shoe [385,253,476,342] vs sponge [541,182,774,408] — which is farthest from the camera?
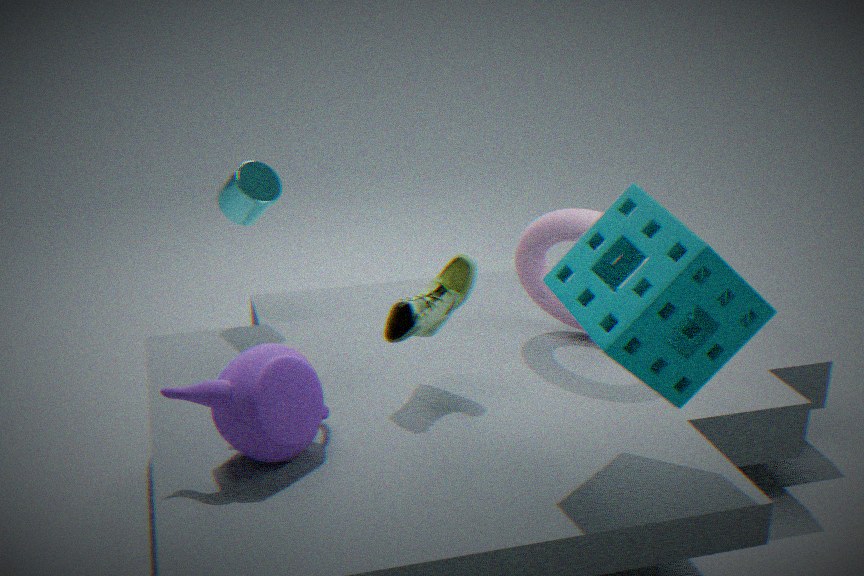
shoe [385,253,476,342]
